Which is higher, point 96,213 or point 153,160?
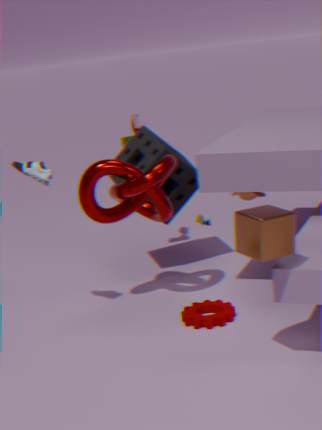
point 96,213
